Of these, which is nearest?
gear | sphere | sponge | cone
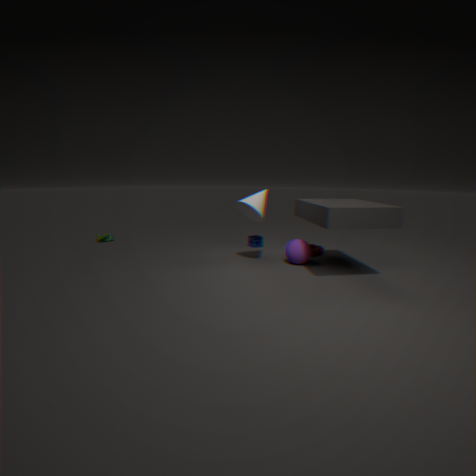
cone
